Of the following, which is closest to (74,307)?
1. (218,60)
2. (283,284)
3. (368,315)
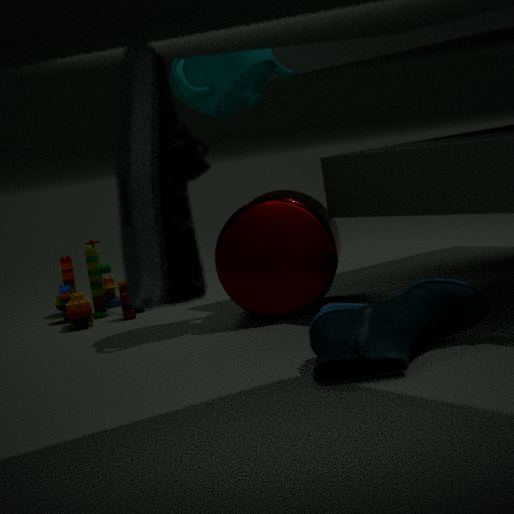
(283,284)
